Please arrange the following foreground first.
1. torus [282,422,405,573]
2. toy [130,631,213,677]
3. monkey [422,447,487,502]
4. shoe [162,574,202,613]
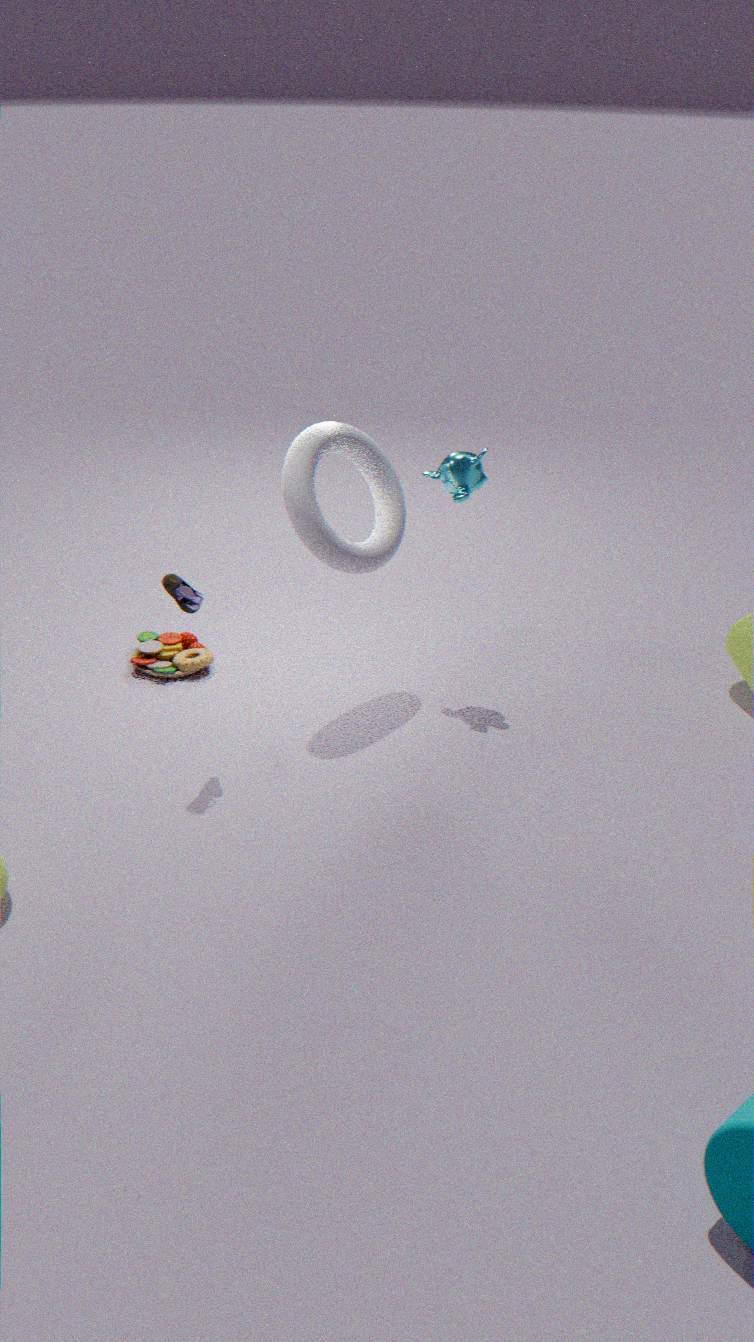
shoe [162,574,202,613]
torus [282,422,405,573]
monkey [422,447,487,502]
toy [130,631,213,677]
